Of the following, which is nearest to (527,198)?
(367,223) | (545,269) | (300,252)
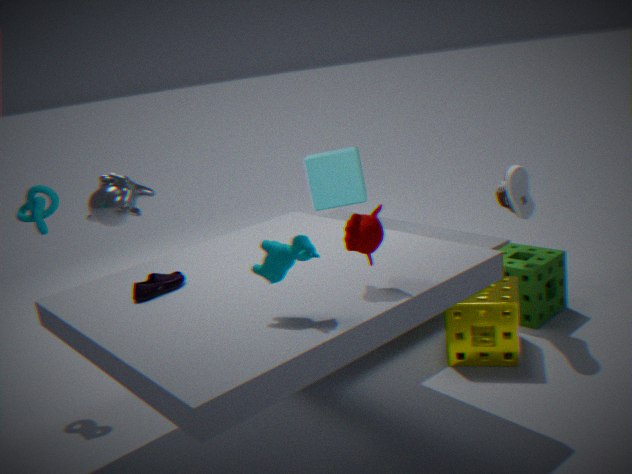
(545,269)
